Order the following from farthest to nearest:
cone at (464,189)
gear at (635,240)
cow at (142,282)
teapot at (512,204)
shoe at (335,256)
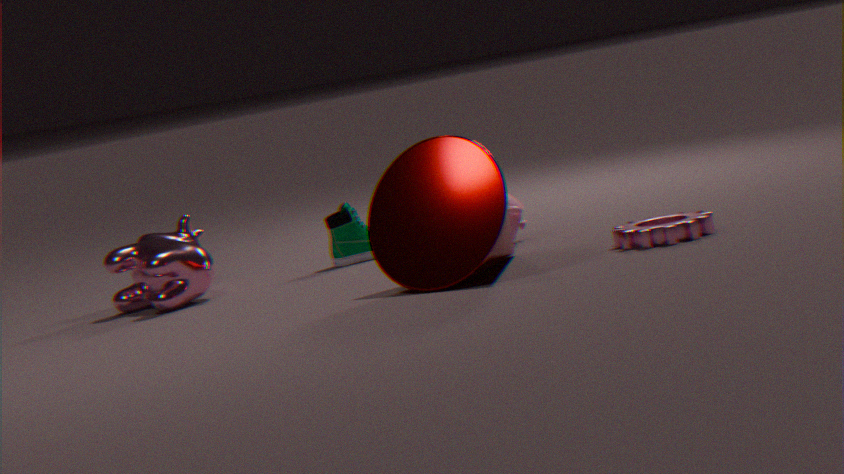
1. shoe at (335,256)
2. cow at (142,282)
3. teapot at (512,204)
4. gear at (635,240)
5. cone at (464,189)
